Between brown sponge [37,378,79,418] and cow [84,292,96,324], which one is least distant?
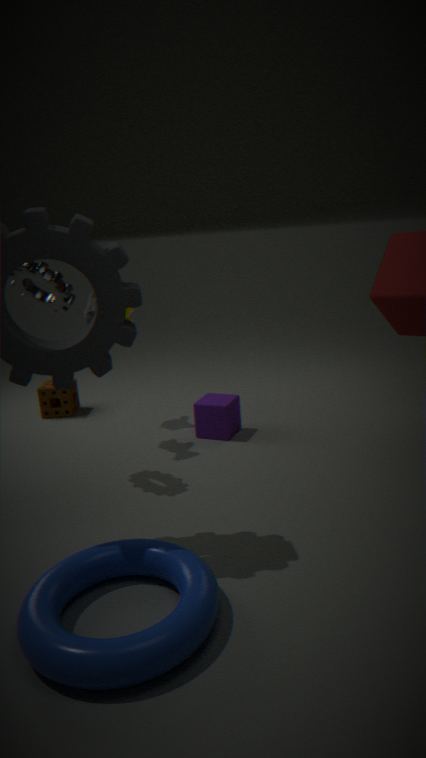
cow [84,292,96,324]
